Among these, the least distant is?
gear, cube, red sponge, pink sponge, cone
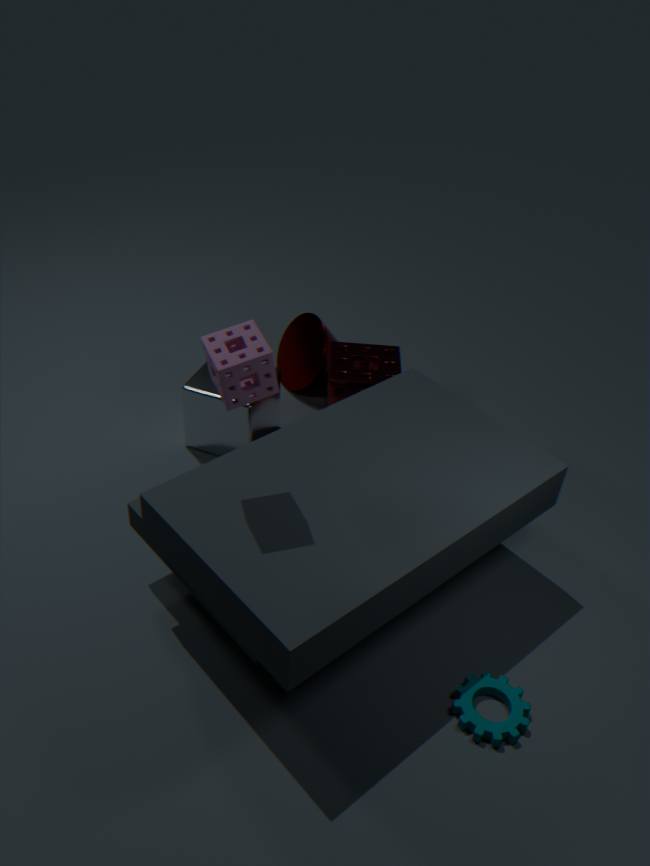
pink sponge
